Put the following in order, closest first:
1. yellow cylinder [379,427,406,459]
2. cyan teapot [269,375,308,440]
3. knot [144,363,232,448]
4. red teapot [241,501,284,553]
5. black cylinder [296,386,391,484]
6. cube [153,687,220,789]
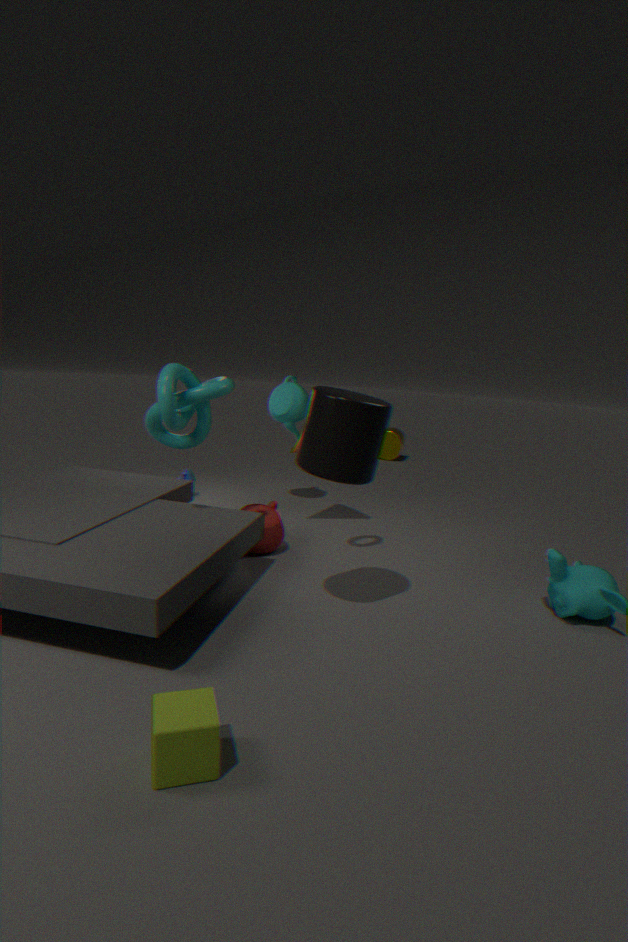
cube [153,687,220,789]
black cylinder [296,386,391,484]
knot [144,363,232,448]
red teapot [241,501,284,553]
cyan teapot [269,375,308,440]
yellow cylinder [379,427,406,459]
